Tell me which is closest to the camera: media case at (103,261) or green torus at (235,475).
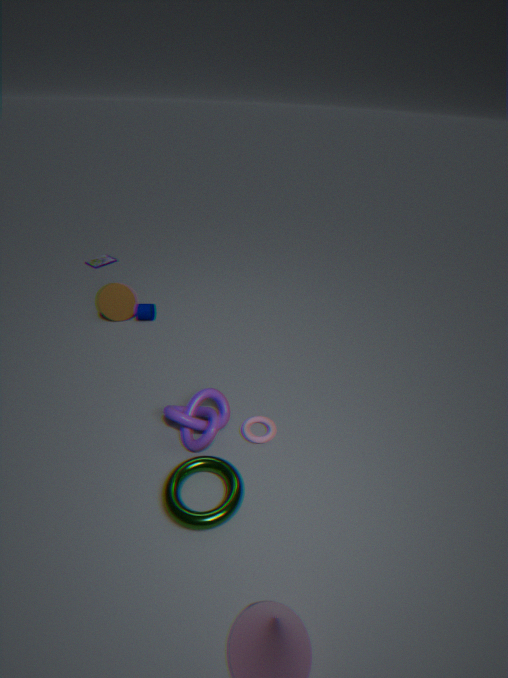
green torus at (235,475)
